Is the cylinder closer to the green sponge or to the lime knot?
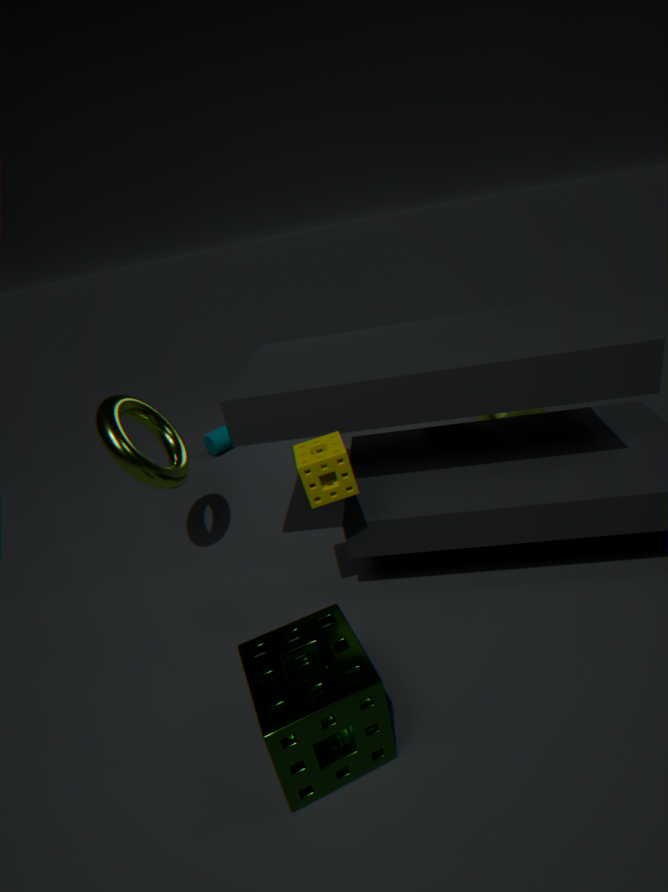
the lime knot
